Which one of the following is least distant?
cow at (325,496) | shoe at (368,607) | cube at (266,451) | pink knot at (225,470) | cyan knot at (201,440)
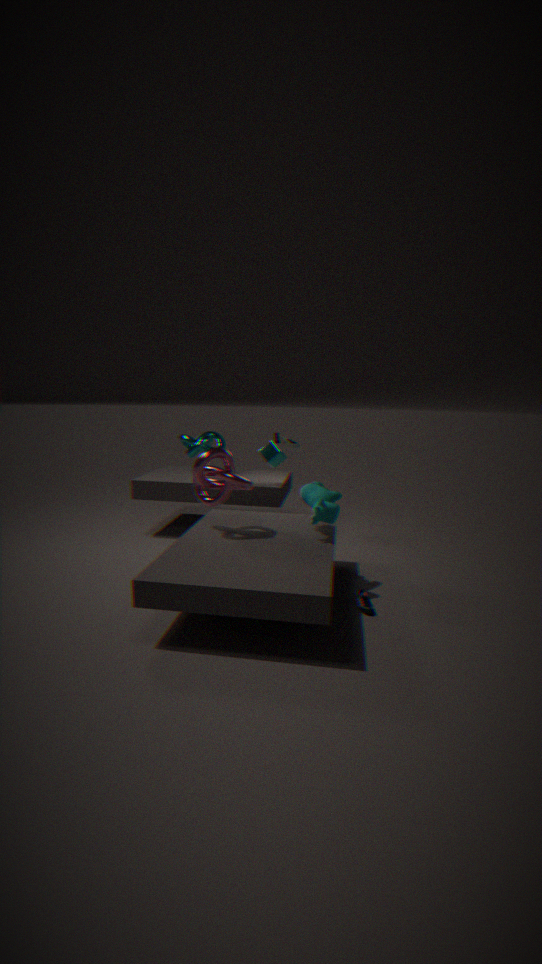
shoe at (368,607)
